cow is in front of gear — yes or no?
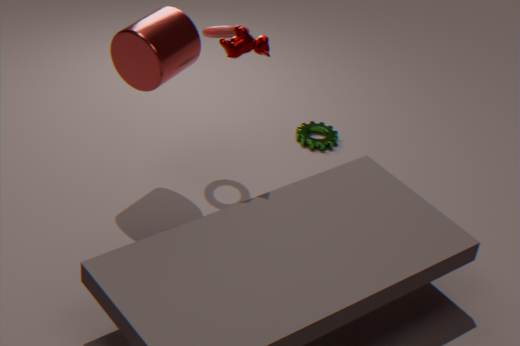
Yes
